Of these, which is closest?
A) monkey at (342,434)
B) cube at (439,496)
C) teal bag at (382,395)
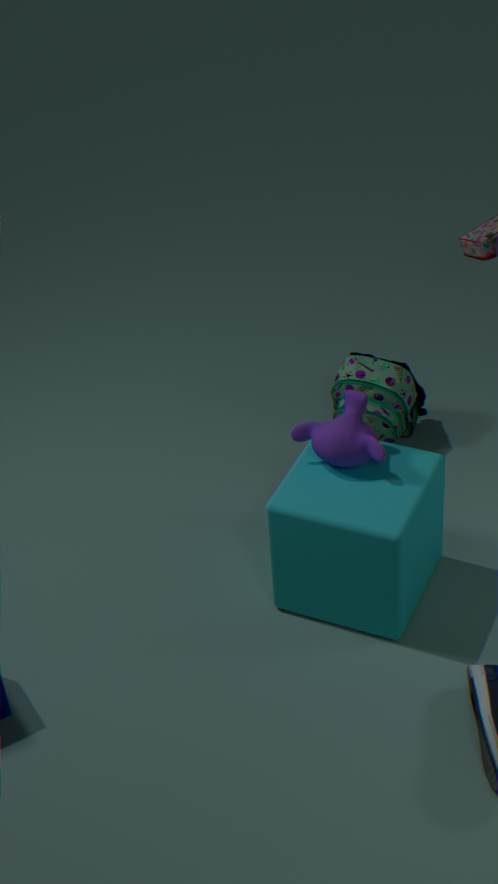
cube at (439,496)
